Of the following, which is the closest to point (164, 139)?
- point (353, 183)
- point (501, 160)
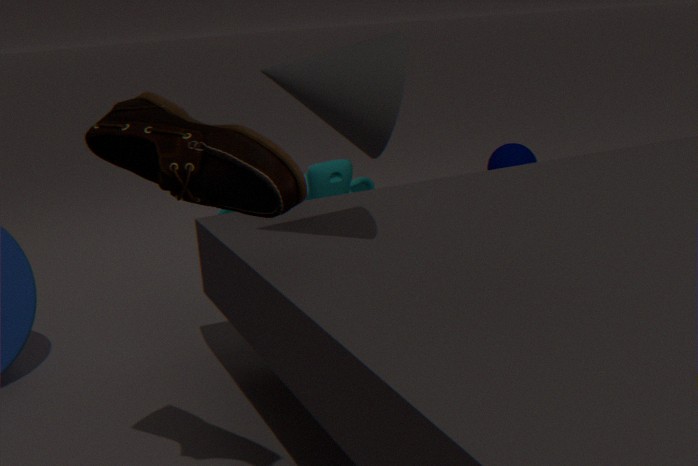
point (353, 183)
